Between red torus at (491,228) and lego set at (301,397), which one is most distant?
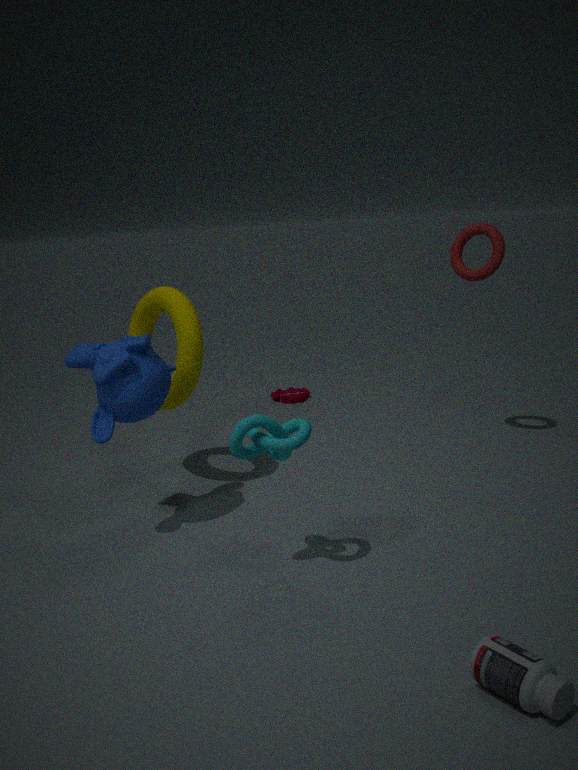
lego set at (301,397)
